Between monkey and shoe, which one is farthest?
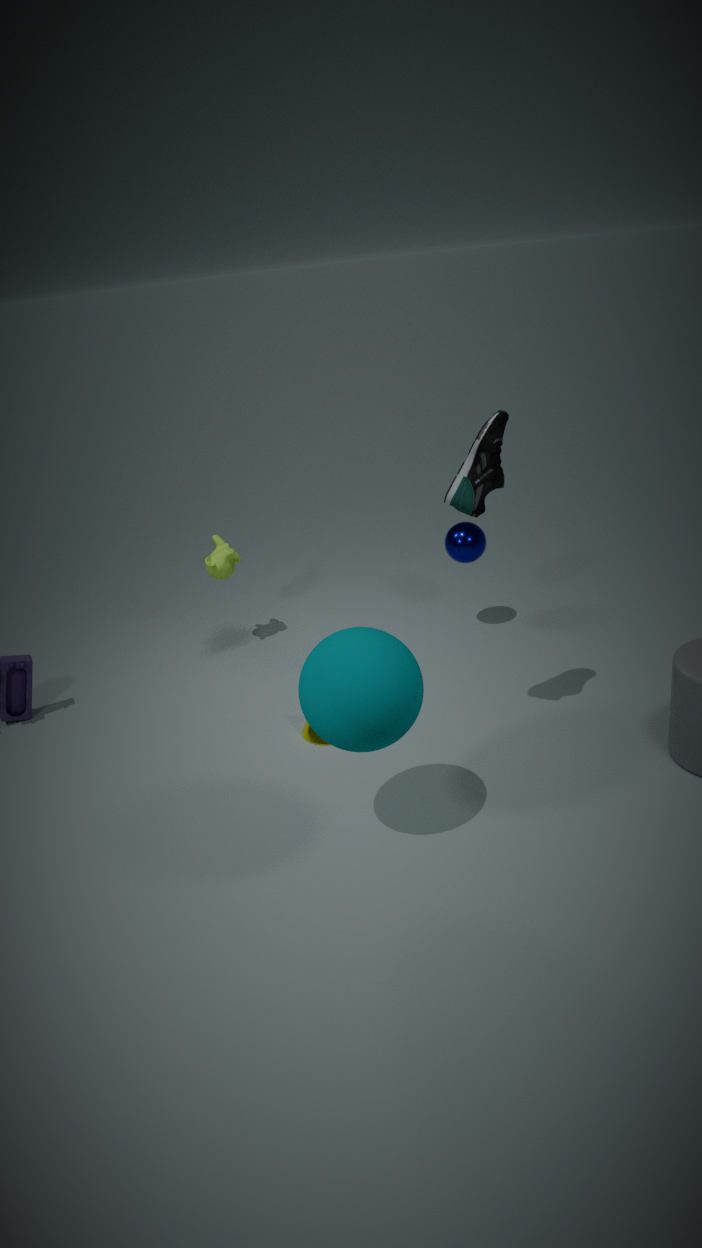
monkey
